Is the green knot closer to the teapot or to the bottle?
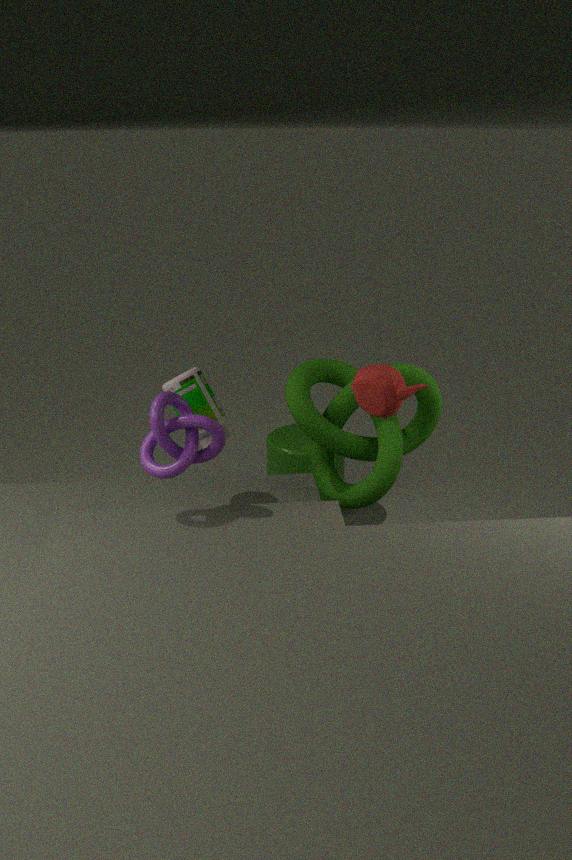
the teapot
